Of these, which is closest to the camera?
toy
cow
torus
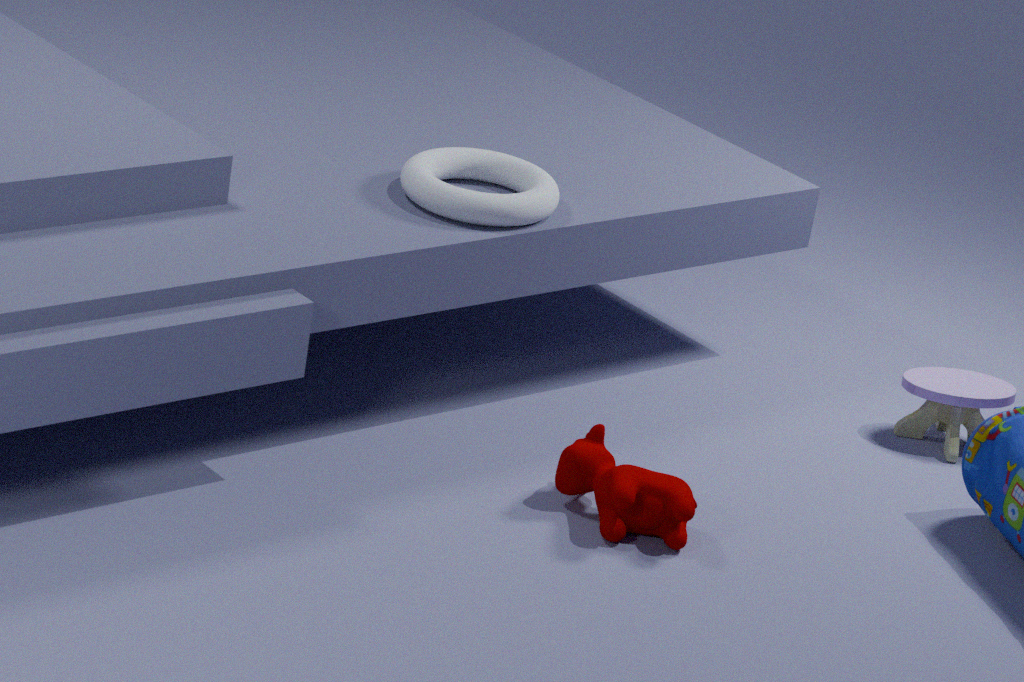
cow
